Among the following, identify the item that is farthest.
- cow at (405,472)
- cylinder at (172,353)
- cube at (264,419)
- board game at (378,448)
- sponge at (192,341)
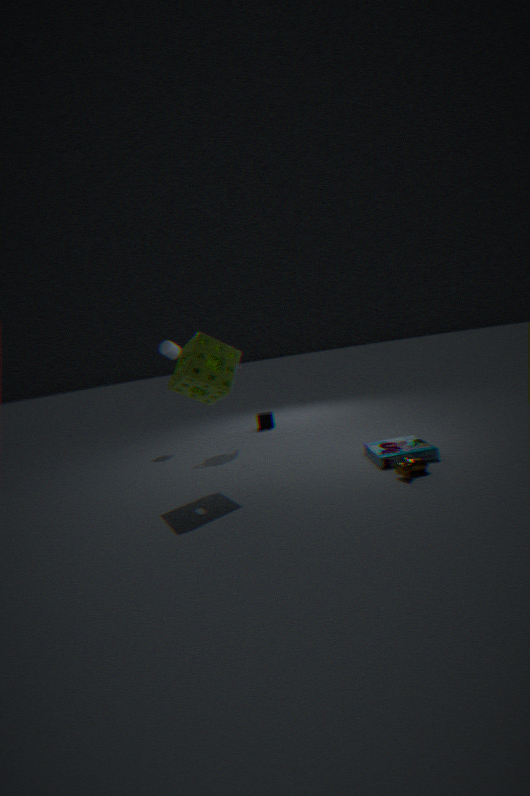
cube at (264,419)
